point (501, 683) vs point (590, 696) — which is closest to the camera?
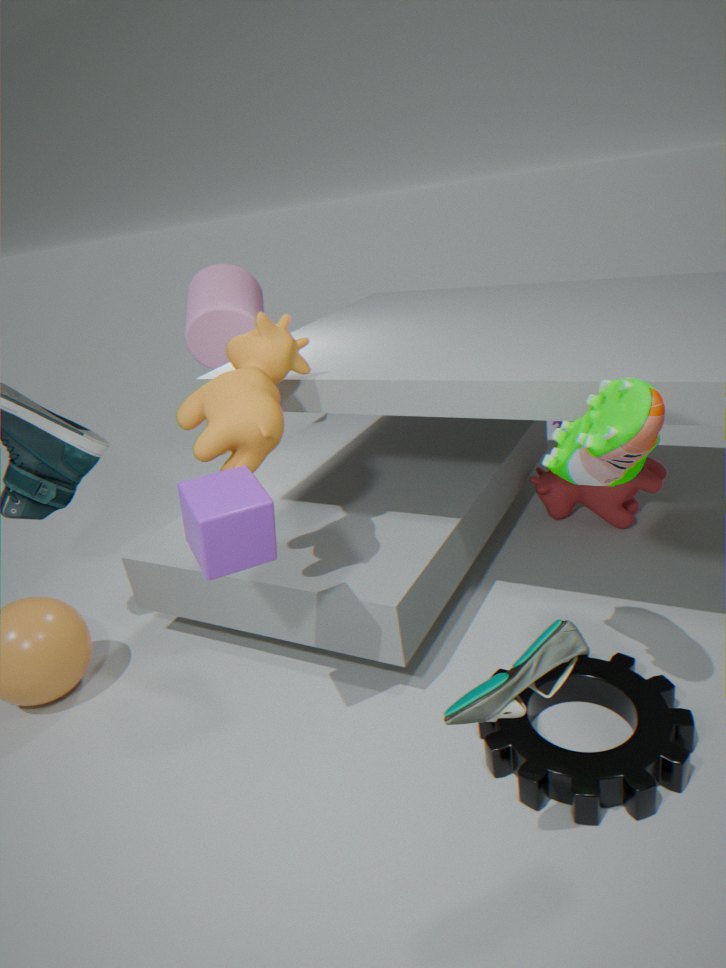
point (501, 683)
